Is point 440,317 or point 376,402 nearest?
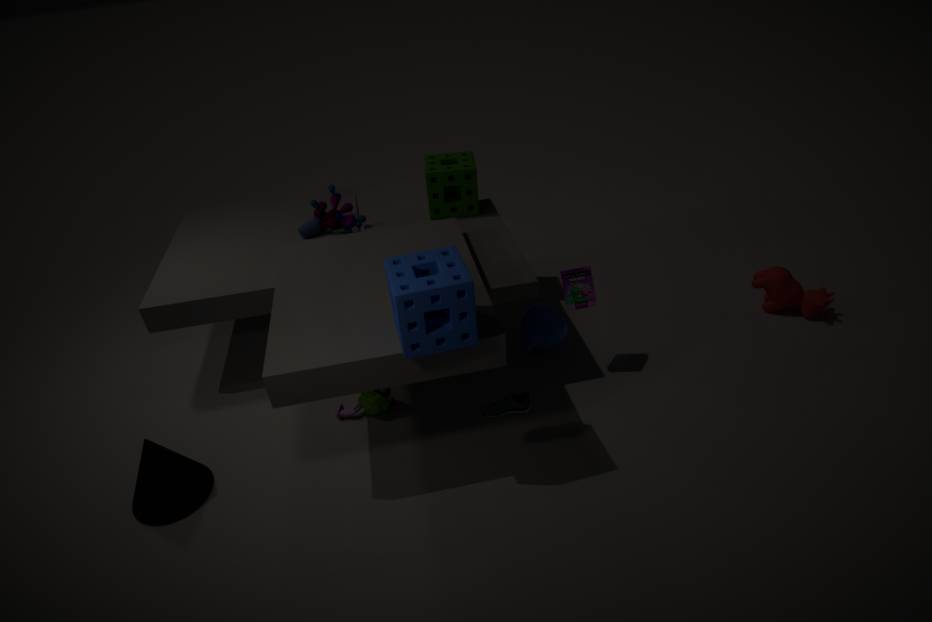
point 440,317
